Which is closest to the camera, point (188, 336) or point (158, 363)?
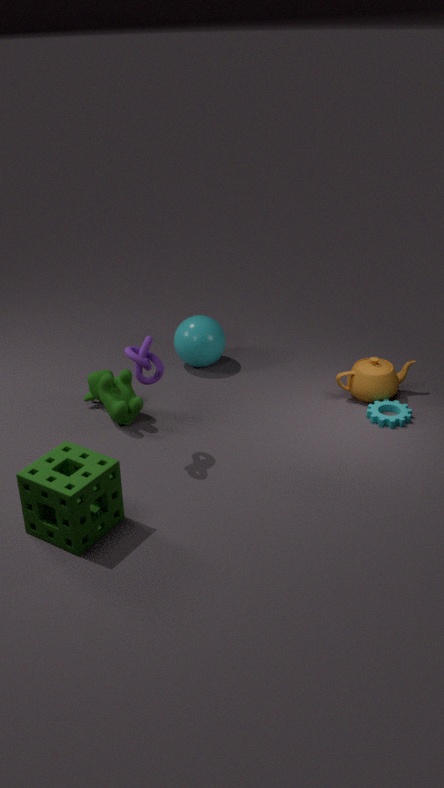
point (158, 363)
